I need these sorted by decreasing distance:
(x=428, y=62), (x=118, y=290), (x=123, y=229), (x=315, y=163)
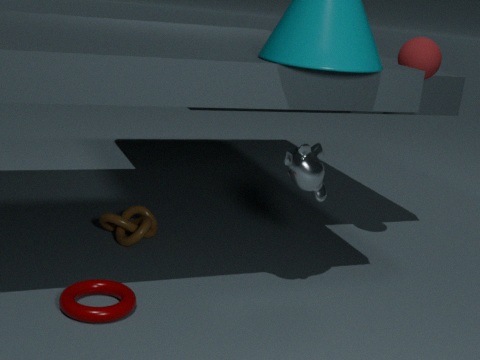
(x=123, y=229)
(x=428, y=62)
(x=118, y=290)
(x=315, y=163)
